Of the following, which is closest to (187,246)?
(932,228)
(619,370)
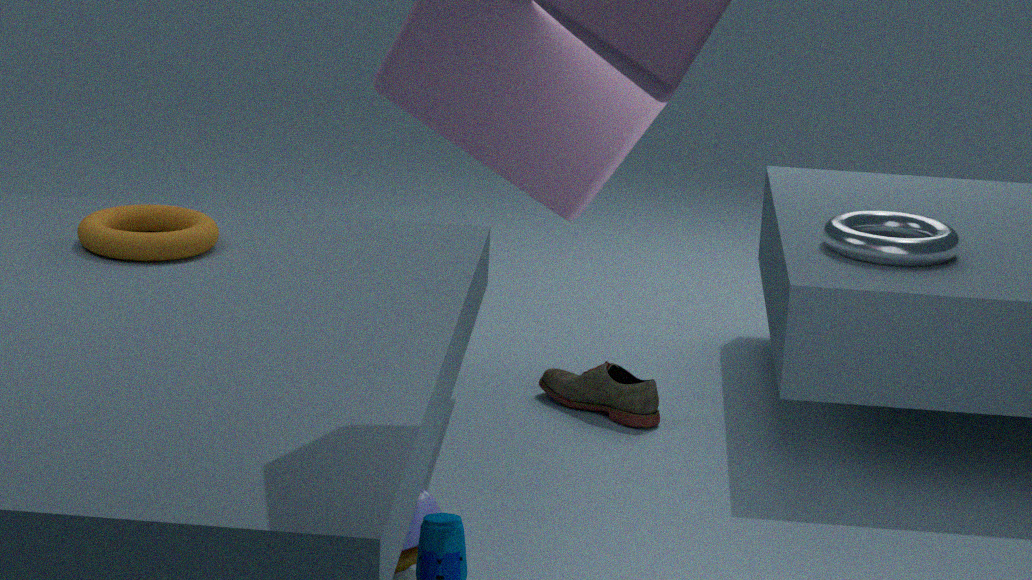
(619,370)
